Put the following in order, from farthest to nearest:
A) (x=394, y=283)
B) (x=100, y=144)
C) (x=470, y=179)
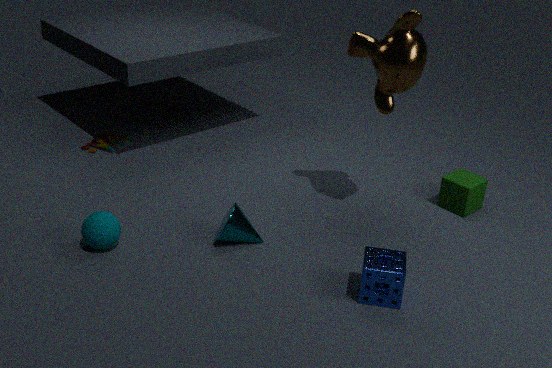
(x=100, y=144)
(x=470, y=179)
(x=394, y=283)
